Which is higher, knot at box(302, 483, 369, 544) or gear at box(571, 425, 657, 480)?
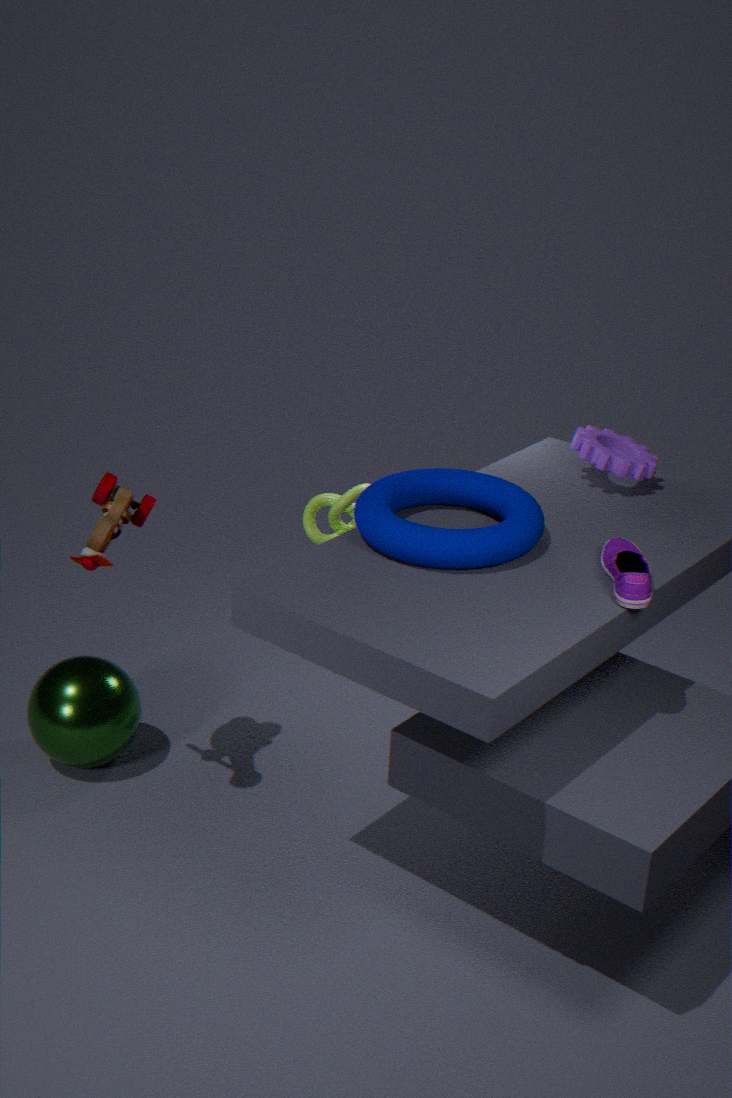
gear at box(571, 425, 657, 480)
